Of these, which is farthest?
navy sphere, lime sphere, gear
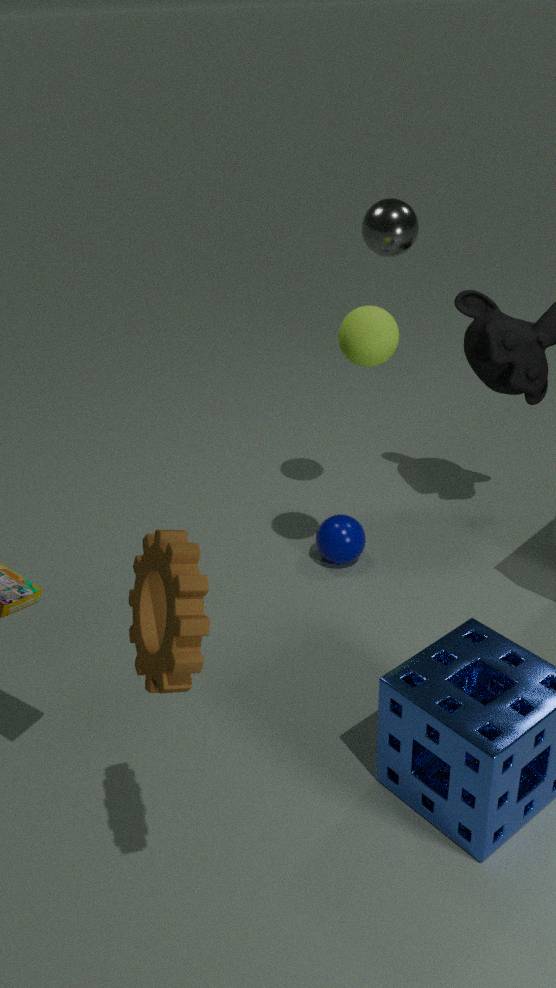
navy sphere
